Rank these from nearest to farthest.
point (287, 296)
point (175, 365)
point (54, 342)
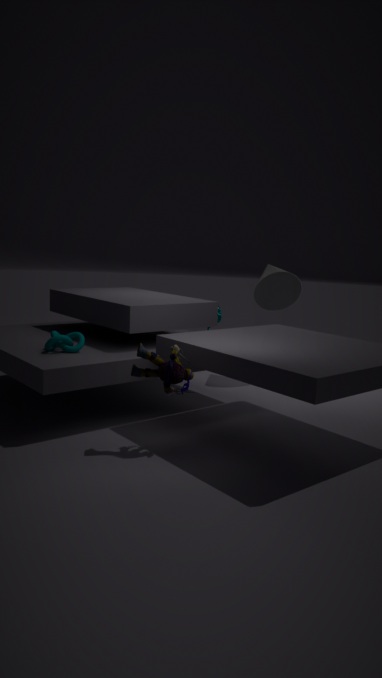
point (175, 365), point (54, 342), point (287, 296)
